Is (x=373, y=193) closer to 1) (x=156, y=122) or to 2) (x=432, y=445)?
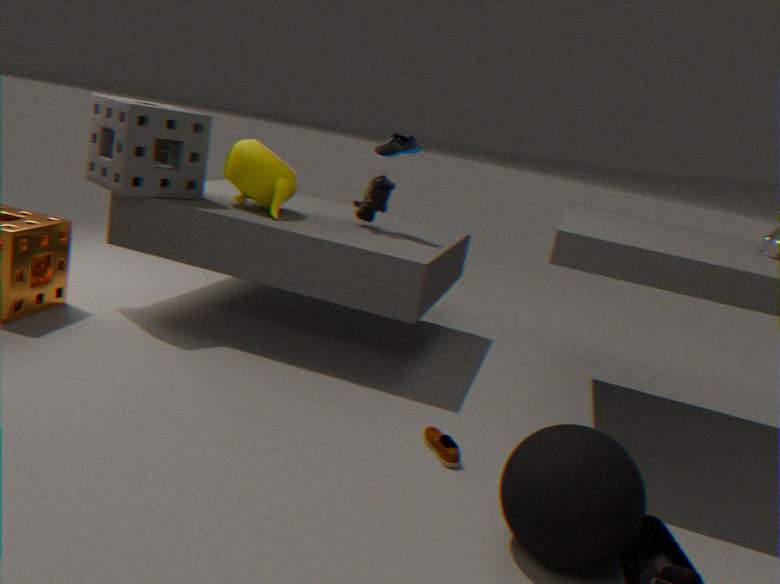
1) (x=156, y=122)
